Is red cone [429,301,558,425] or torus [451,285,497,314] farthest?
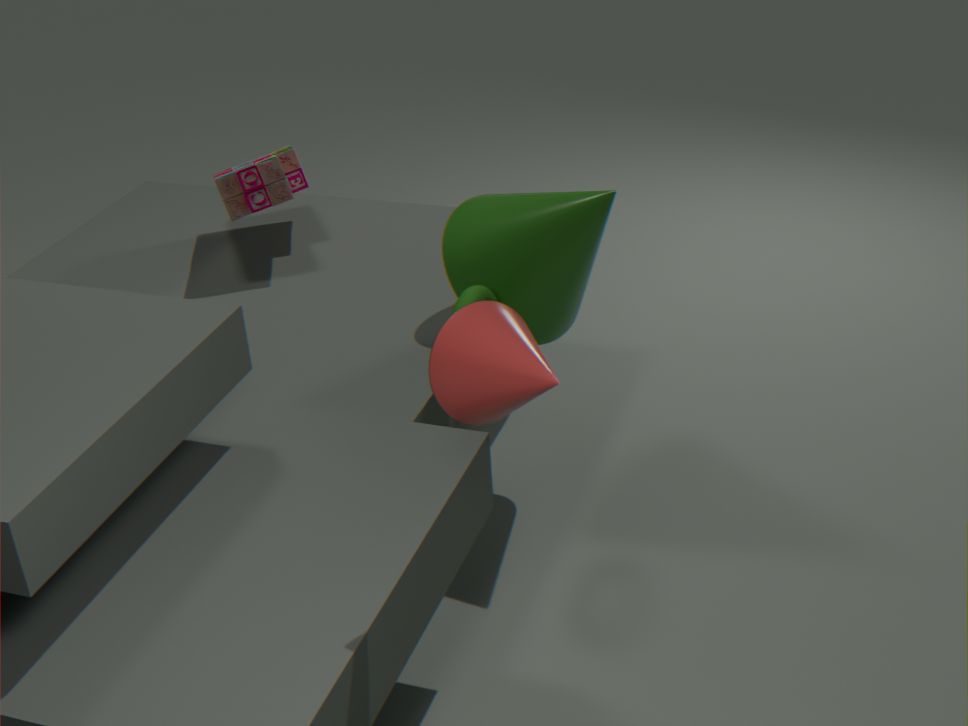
torus [451,285,497,314]
